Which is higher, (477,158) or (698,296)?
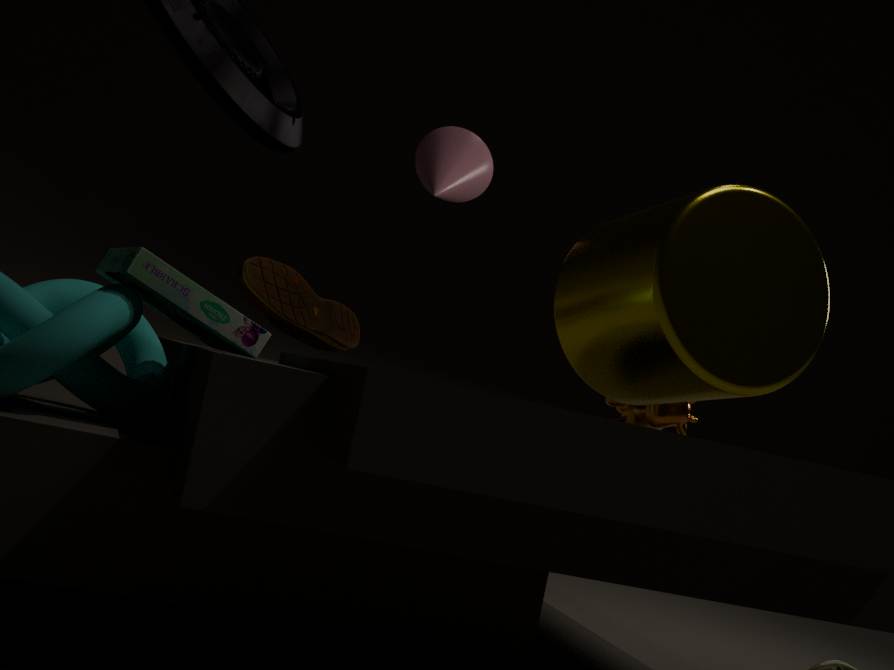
(477,158)
